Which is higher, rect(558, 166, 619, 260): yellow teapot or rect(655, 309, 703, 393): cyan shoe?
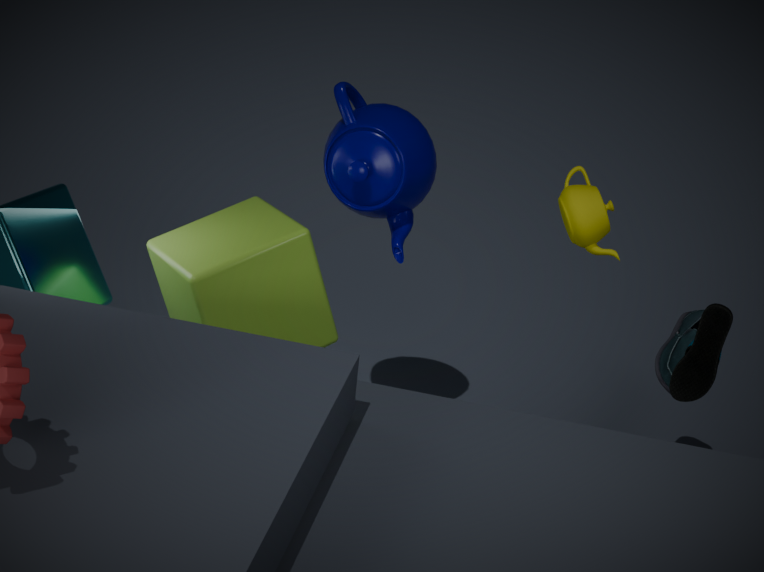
rect(558, 166, 619, 260): yellow teapot
